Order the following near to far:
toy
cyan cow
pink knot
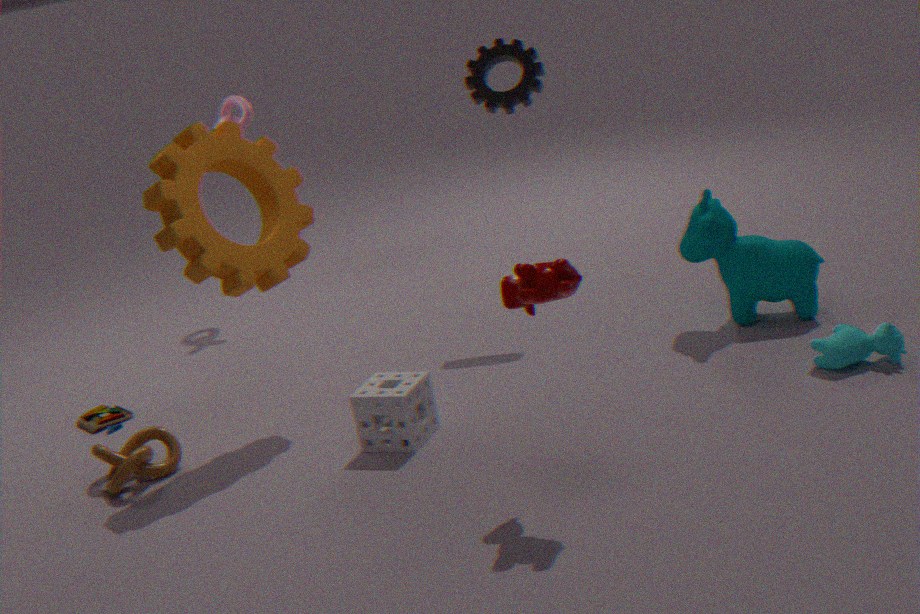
cyan cow → toy → pink knot
